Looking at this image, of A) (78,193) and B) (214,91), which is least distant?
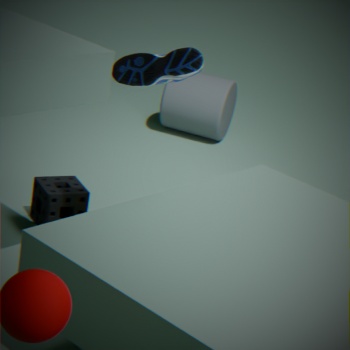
A. (78,193)
